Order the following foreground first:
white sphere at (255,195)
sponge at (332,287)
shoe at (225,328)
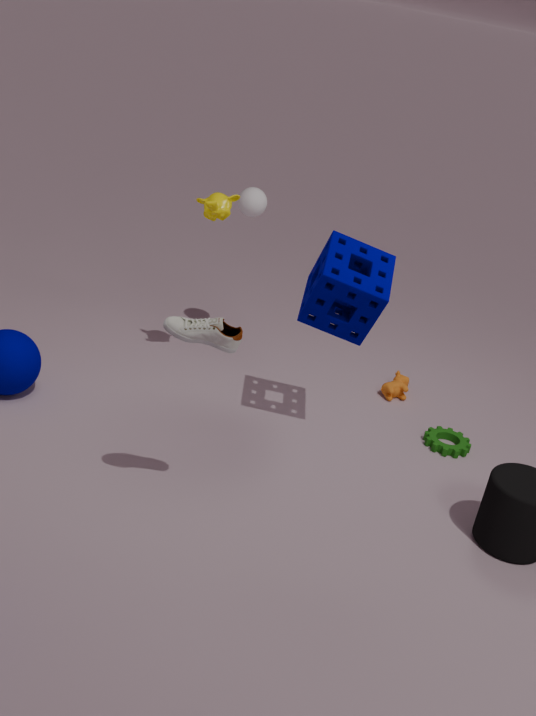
shoe at (225,328)
sponge at (332,287)
white sphere at (255,195)
